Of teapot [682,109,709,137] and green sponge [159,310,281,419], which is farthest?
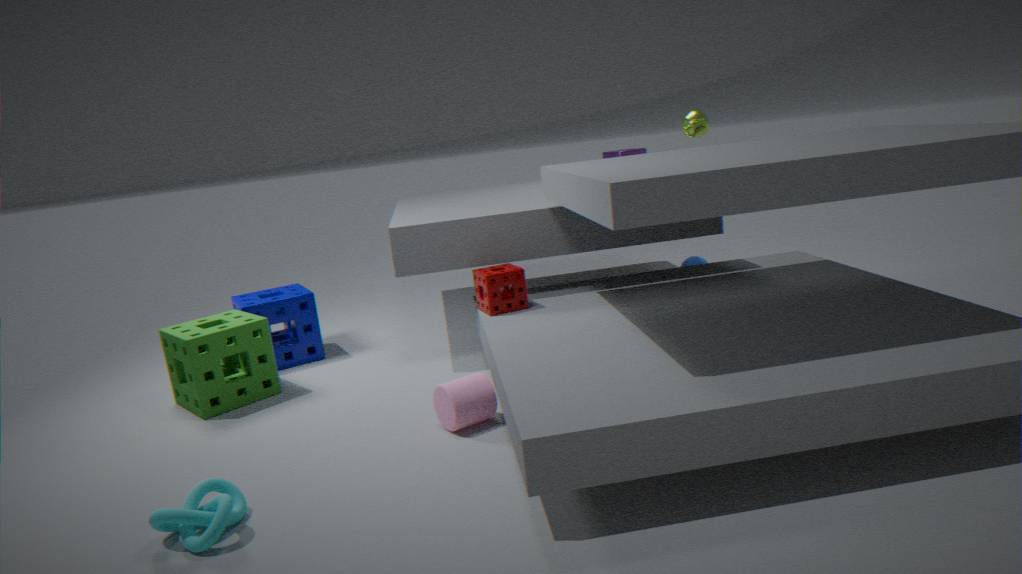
teapot [682,109,709,137]
